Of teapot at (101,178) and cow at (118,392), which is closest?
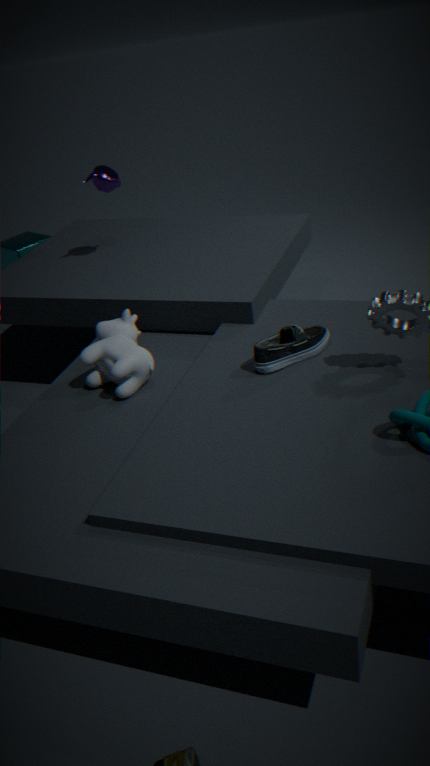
cow at (118,392)
